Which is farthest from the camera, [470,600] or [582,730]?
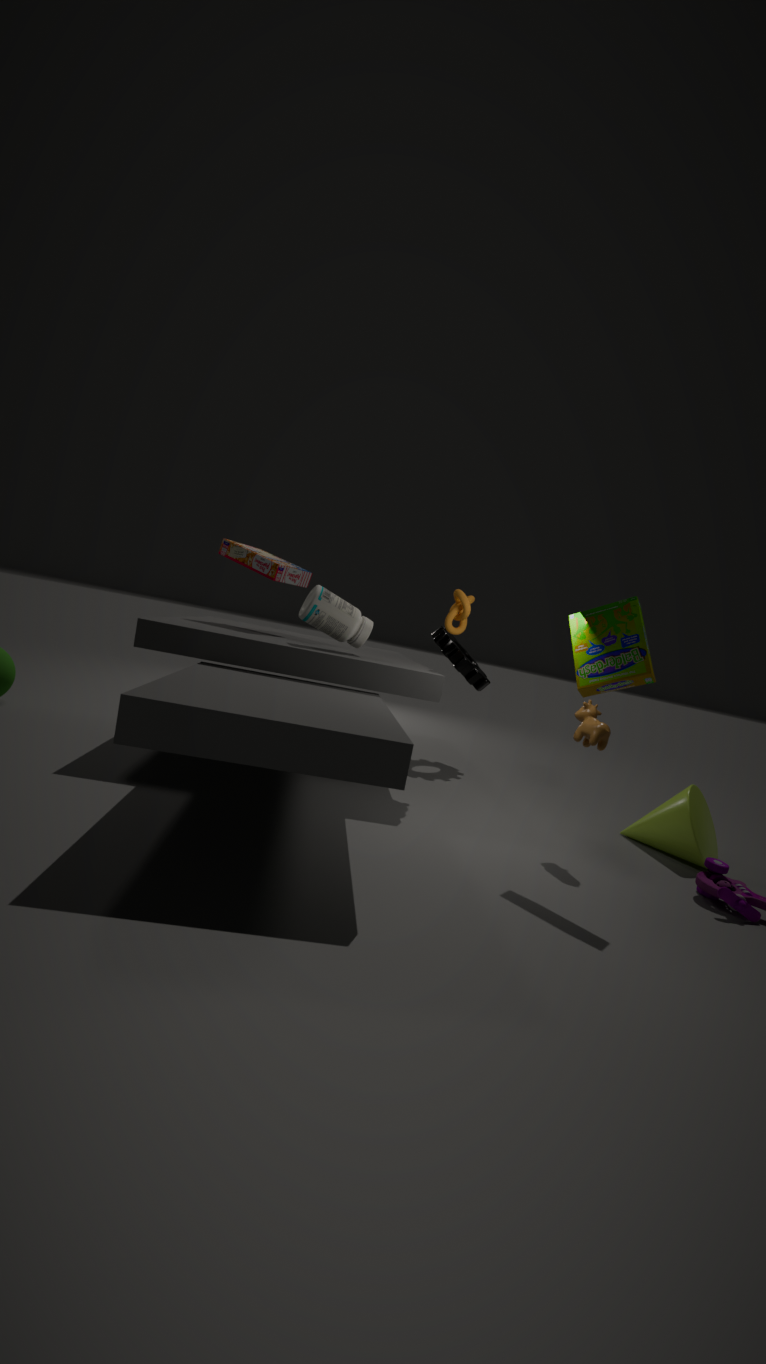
[470,600]
